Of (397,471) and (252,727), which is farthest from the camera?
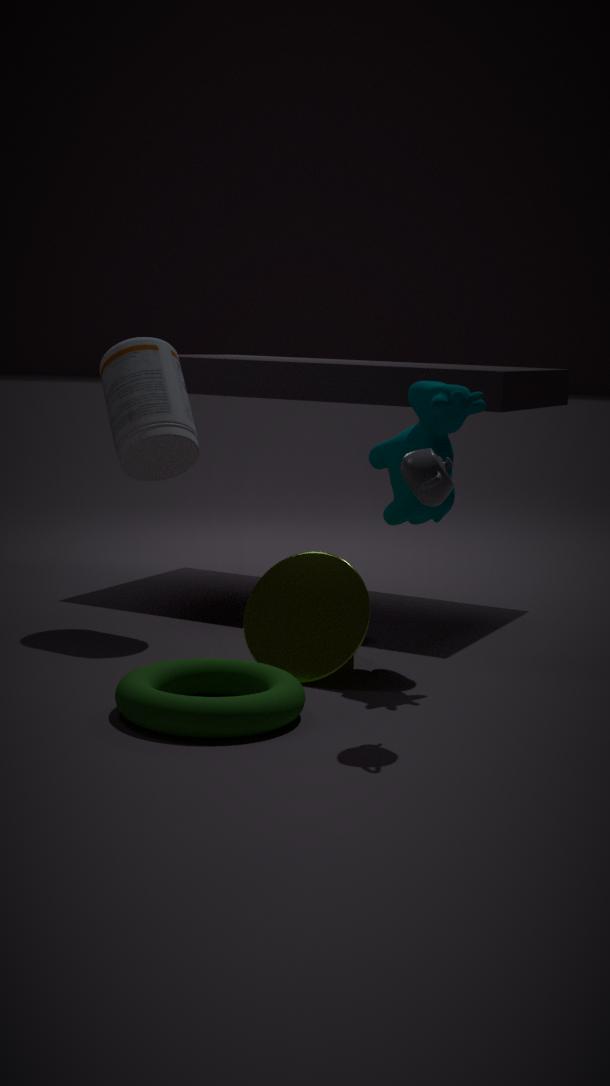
(397,471)
